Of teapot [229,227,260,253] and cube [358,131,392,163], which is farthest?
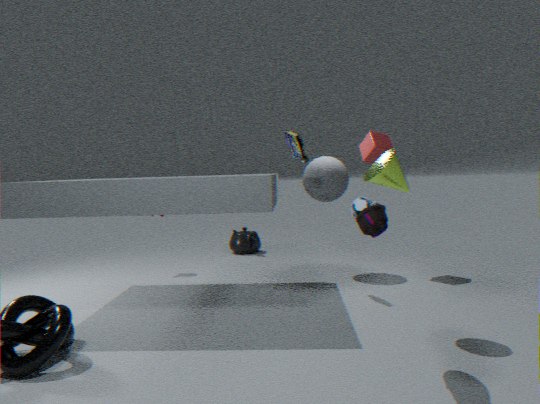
teapot [229,227,260,253]
